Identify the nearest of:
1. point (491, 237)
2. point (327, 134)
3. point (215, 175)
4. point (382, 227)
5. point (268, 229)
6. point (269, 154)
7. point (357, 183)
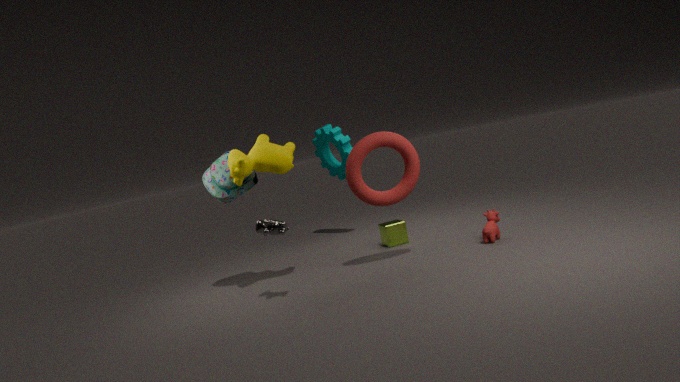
point (268, 229)
